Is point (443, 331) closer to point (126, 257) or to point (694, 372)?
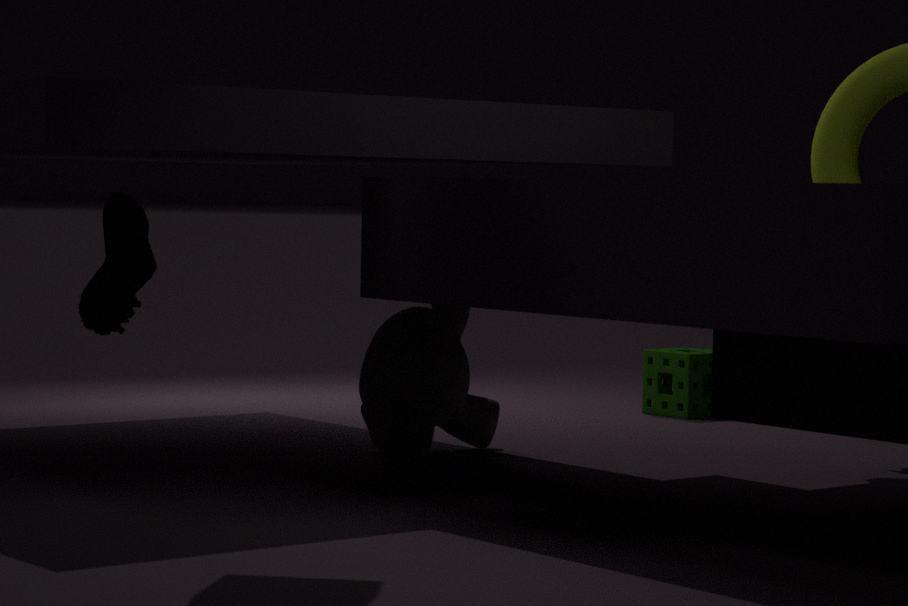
point (126, 257)
